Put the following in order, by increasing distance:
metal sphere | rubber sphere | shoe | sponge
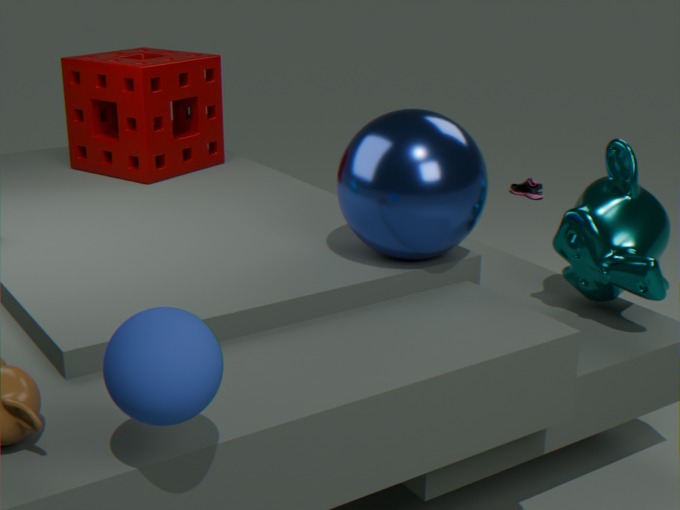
rubber sphere, metal sphere, sponge, shoe
